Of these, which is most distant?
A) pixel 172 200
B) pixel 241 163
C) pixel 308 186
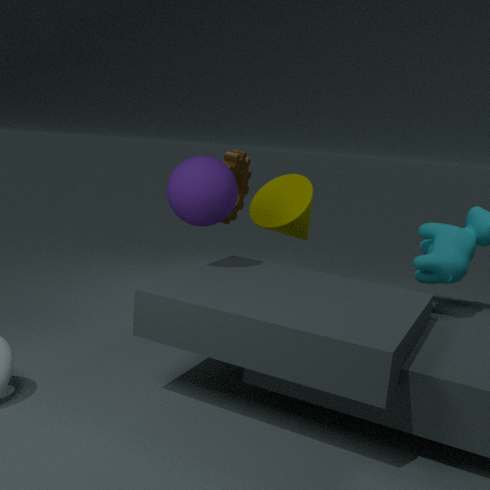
B. pixel 241 163
